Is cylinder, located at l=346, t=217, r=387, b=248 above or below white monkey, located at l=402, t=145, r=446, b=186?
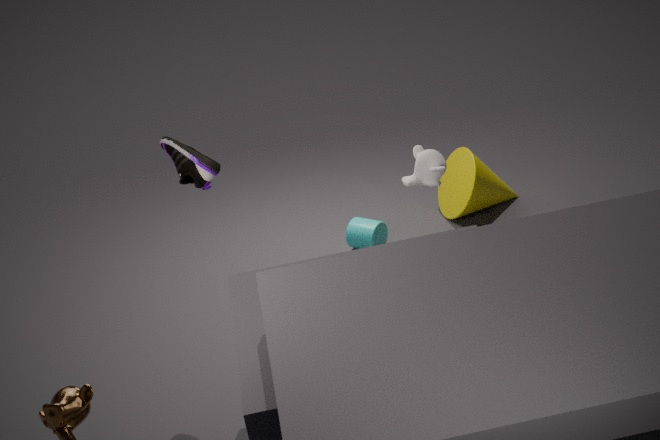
below
